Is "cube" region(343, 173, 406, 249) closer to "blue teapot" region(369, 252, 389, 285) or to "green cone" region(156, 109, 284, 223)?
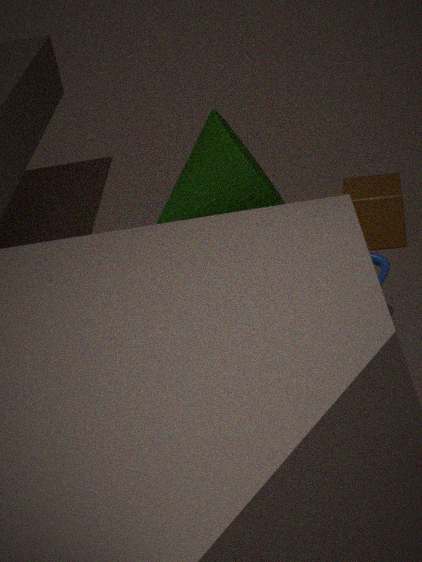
"green cone" region(156, 109, 284, 223)
